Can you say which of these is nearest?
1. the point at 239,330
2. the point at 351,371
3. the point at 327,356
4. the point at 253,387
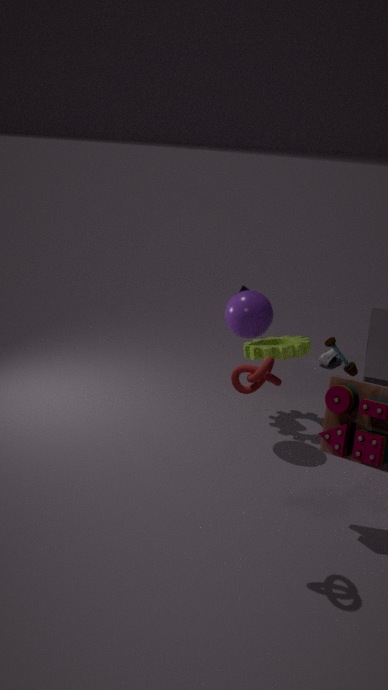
the point at 253,387
